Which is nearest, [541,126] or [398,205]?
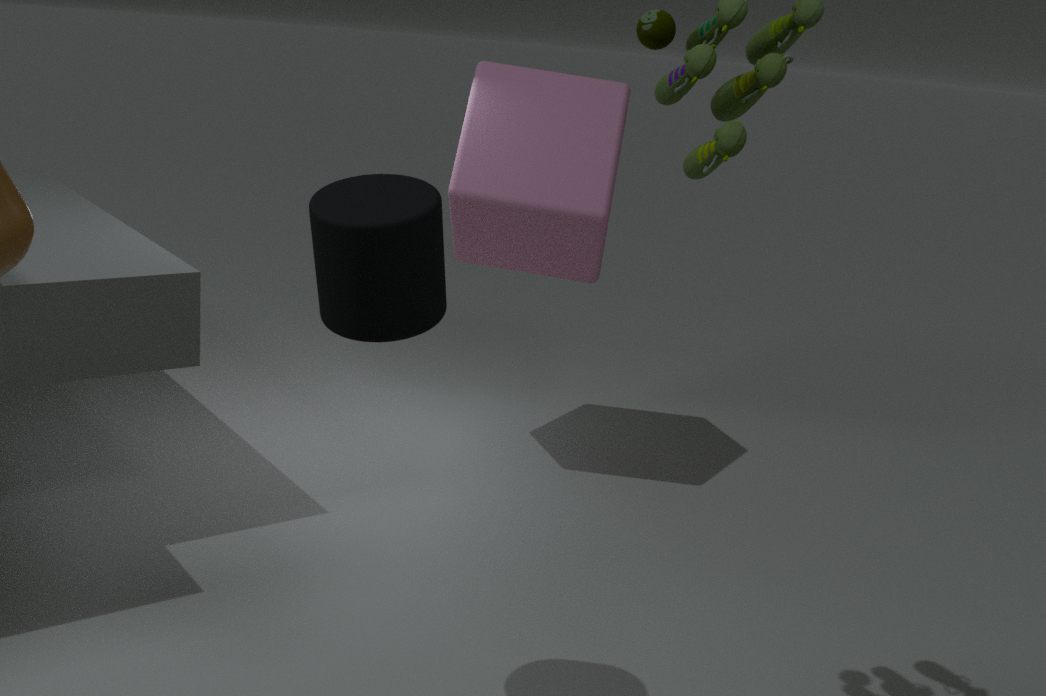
[398,205]
